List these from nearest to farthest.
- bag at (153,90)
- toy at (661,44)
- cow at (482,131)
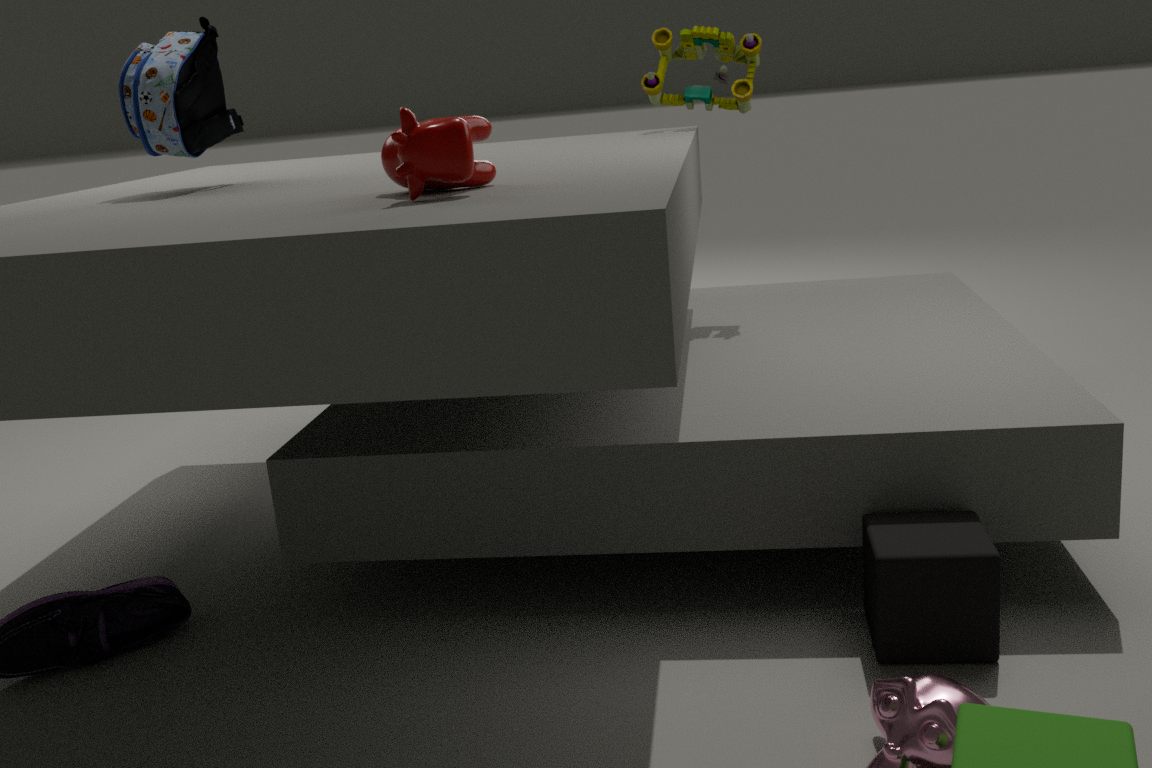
cow at (482,131) < bag at (153,90) < toy at (661,44)
